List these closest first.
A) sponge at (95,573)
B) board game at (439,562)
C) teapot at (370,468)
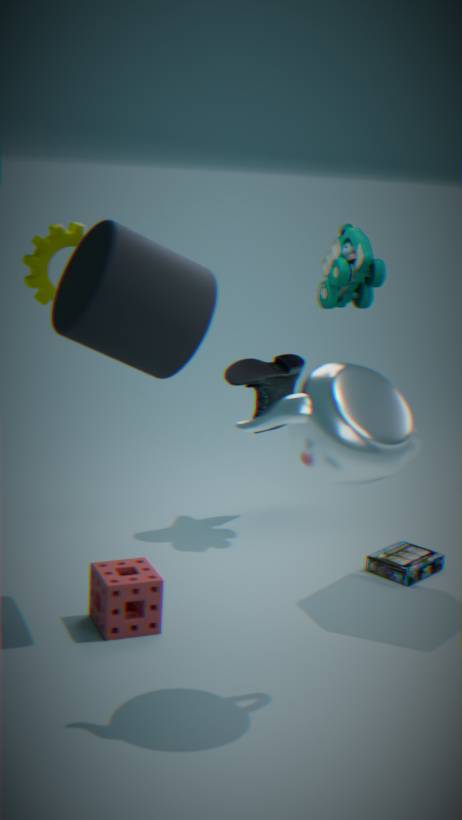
teapot at (370,468), sponge at (95,573), board game at (439,562)
